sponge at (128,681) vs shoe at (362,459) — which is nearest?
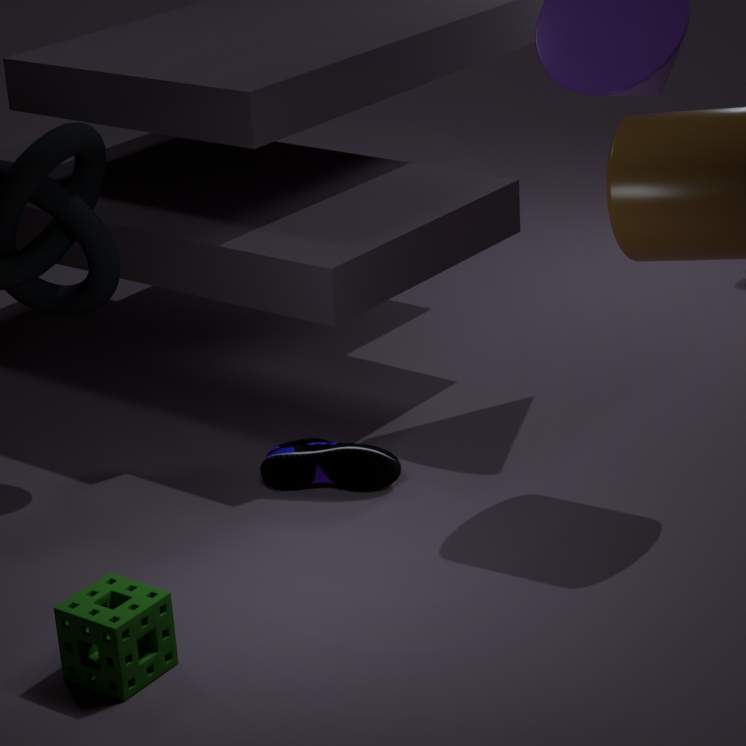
sponge at (128,681)
